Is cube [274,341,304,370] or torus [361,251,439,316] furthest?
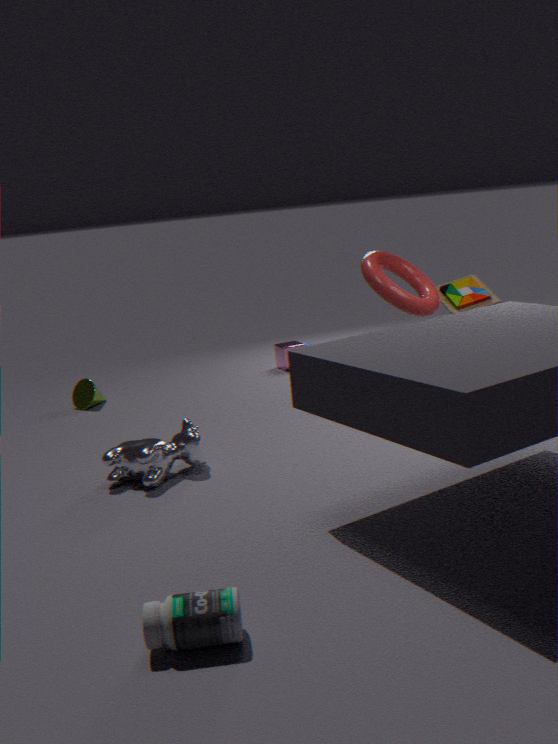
cube [274,341,304,370]
